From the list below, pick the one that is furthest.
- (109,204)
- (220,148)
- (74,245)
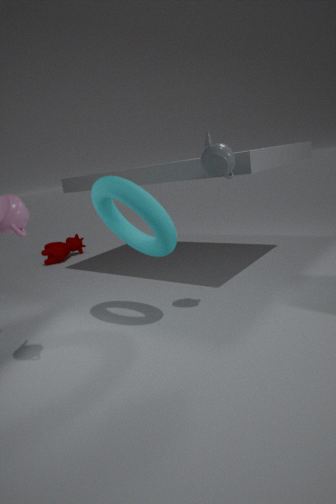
(74,245)
